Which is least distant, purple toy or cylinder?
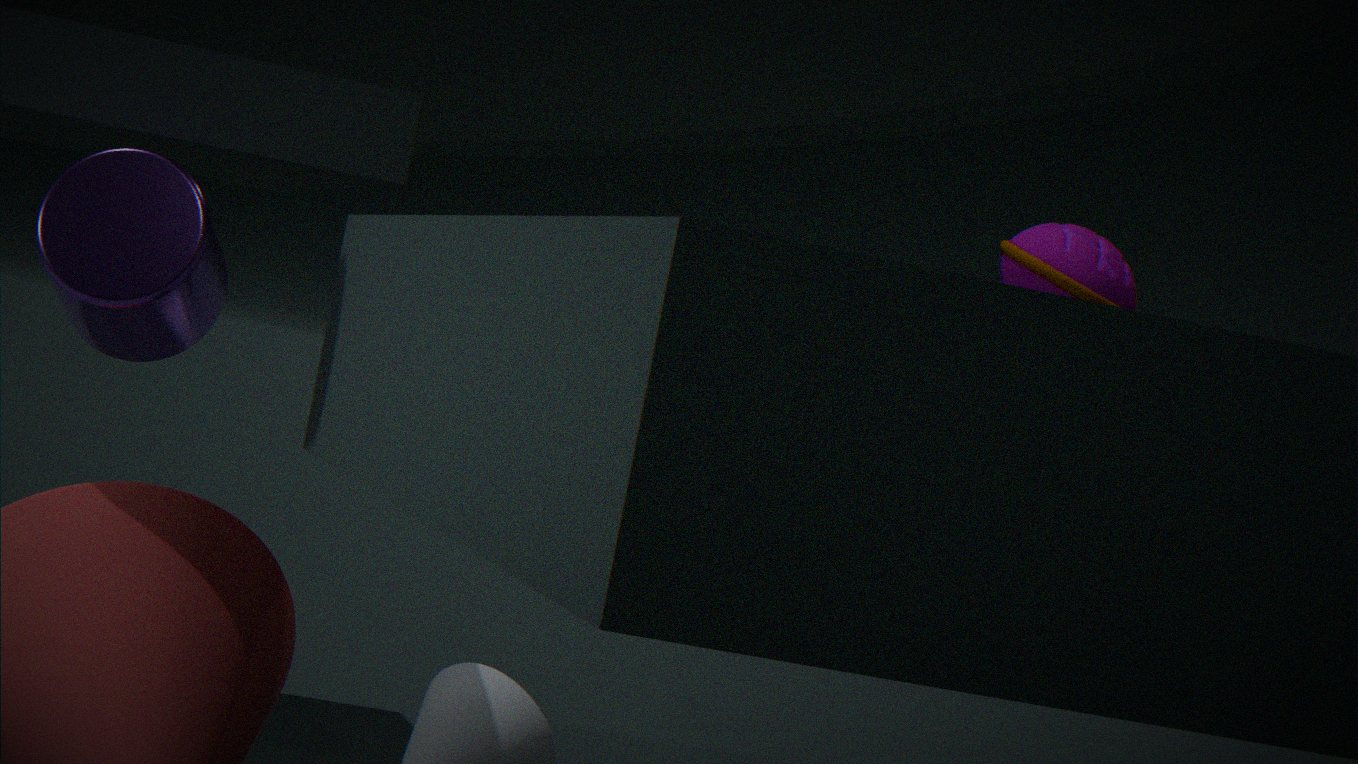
cylinder
